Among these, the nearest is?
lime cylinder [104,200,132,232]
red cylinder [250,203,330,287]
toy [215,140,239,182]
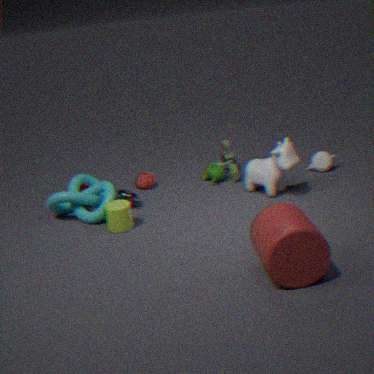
red cylinder [250,203,330,287]
